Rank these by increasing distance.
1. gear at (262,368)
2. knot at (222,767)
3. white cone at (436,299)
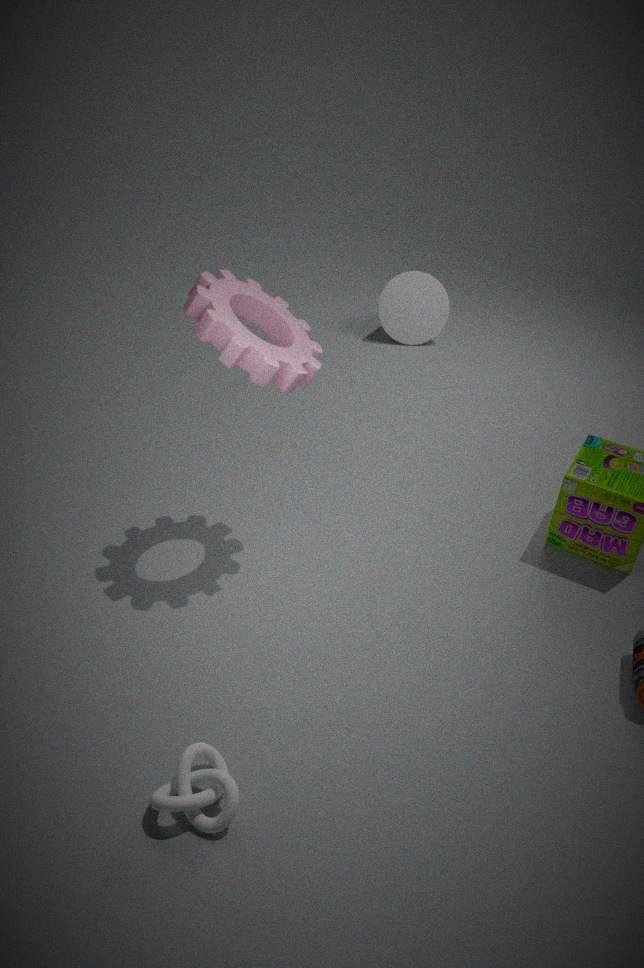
knot at (222,767), gear at (262,368), white cone at (436,299)
